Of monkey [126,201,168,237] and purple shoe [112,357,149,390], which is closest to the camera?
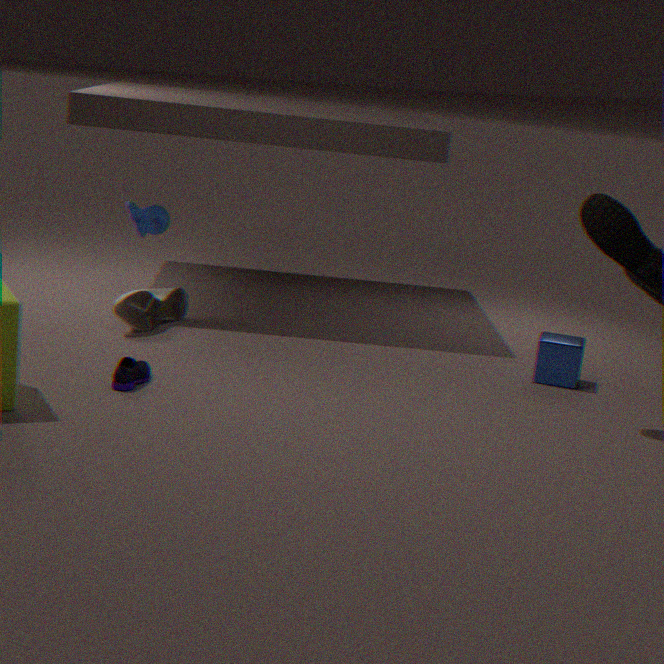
purple shoe [112,357,149,390]
